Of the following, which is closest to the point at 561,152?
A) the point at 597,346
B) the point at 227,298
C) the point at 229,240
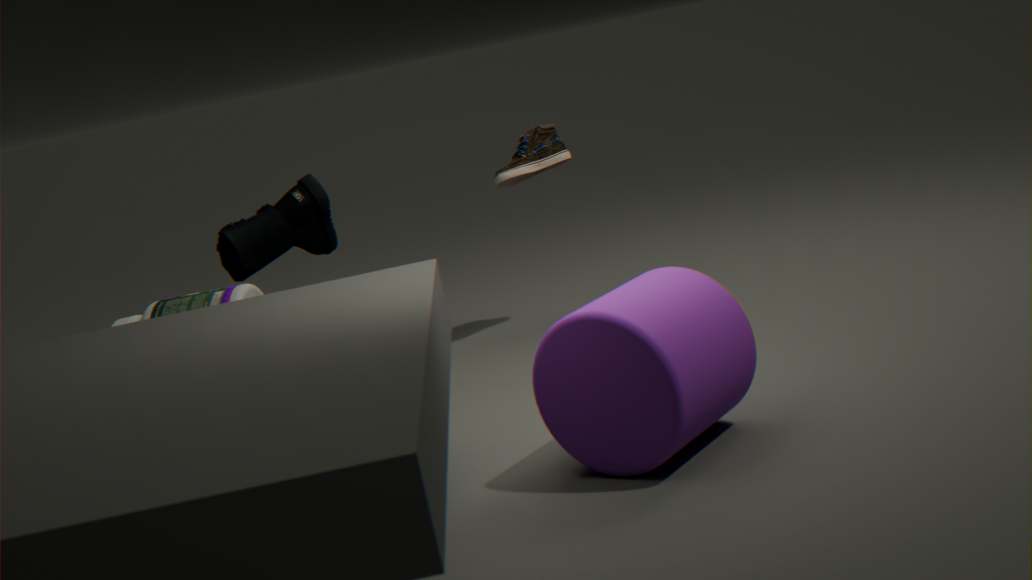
the point at 229,240
